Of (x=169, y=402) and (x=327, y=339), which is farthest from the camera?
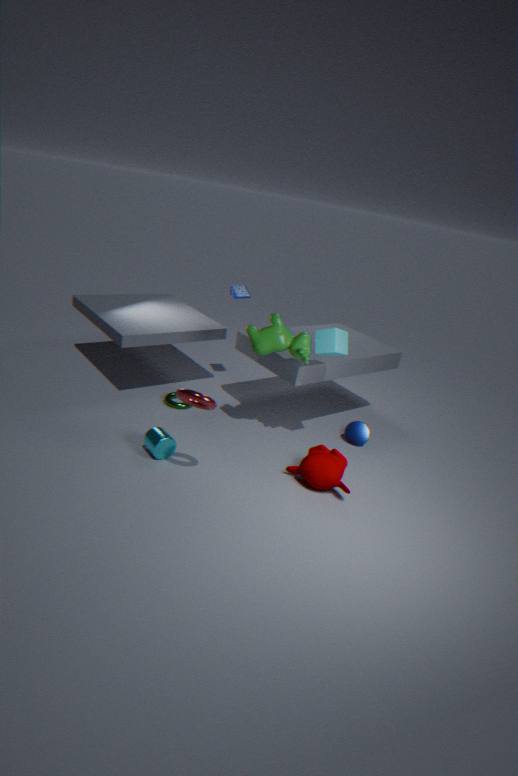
(x=169, y=402)
